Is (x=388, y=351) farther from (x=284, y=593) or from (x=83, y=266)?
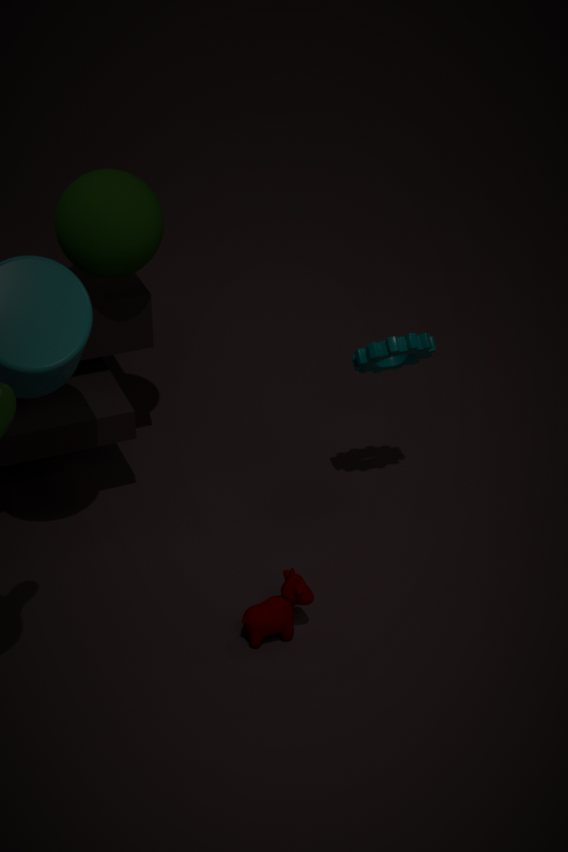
(x=83, y=266)
